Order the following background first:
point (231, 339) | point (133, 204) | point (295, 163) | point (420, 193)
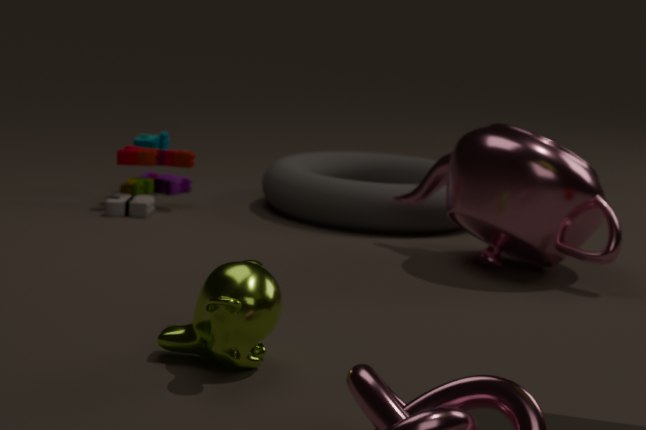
point (295, 163) < point (133, 204) < point (420, 193) < point (231, 339)
